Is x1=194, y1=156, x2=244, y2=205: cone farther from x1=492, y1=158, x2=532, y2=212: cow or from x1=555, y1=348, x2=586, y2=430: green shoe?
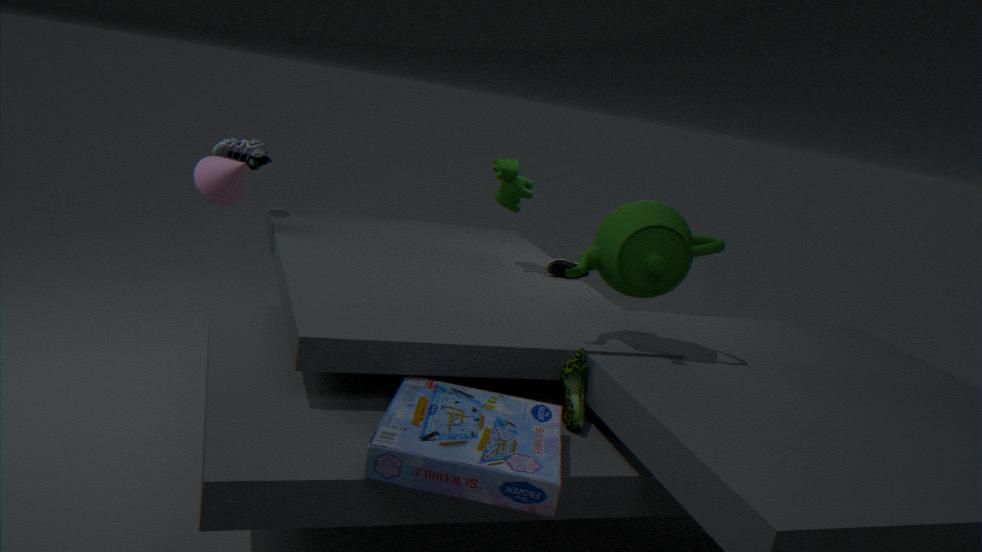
x1=555, y1=348, x2=586, y2=430: green shoe
